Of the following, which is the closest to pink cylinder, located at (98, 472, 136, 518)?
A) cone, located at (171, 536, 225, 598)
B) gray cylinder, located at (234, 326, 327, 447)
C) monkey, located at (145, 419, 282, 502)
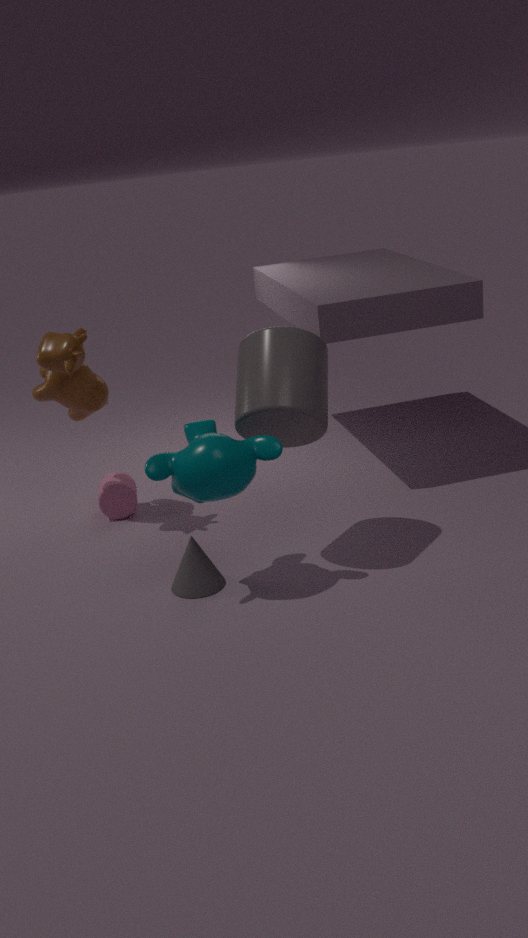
cone, located at (171, 536, 225, 598)
